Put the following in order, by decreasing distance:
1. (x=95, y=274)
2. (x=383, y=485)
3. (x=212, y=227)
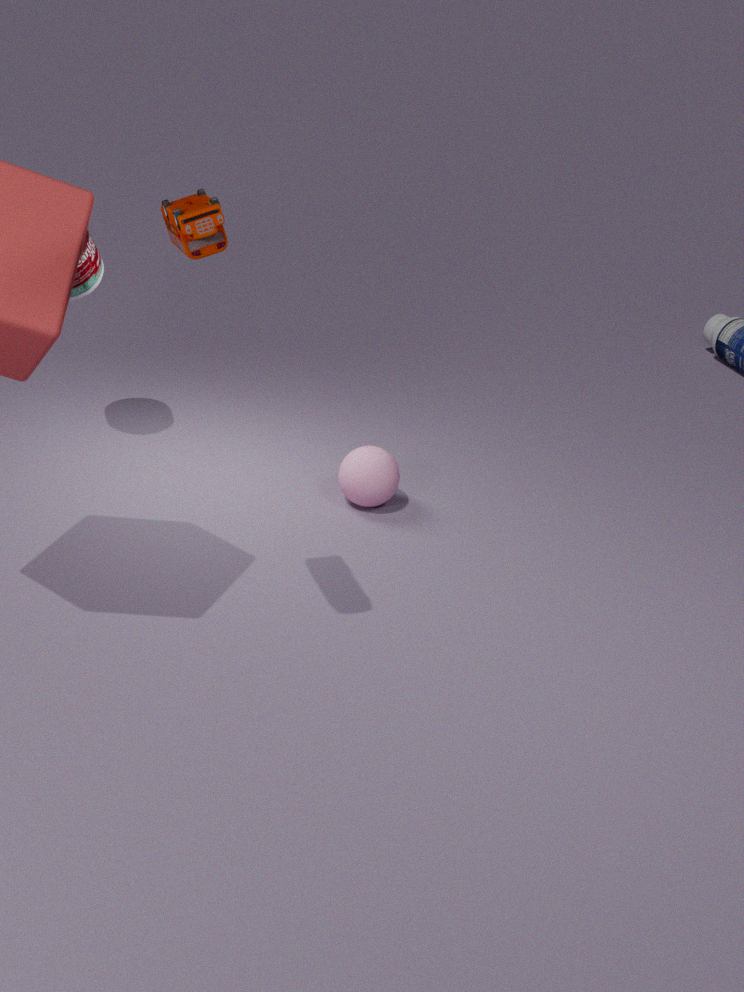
(x=383, y=485)
(x=95, y=274)
(x=212, y=227)
